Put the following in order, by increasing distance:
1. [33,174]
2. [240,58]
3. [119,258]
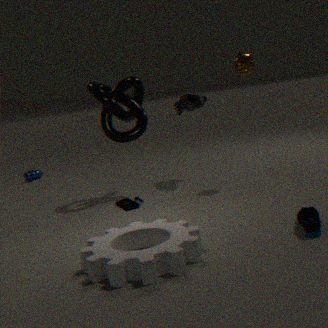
[119,258] < [240,58] < [33,174]
